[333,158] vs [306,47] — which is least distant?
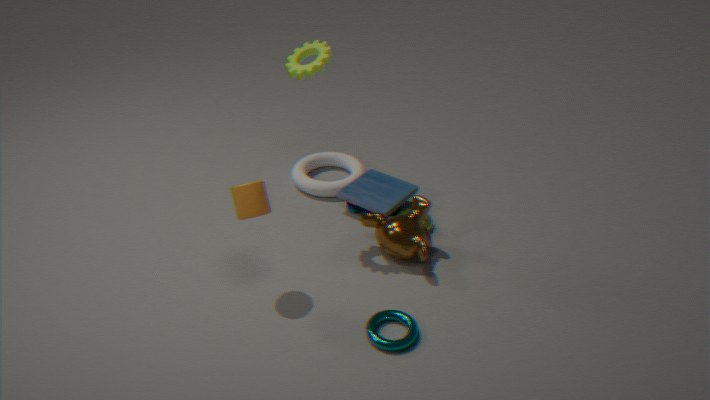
[306,47]
